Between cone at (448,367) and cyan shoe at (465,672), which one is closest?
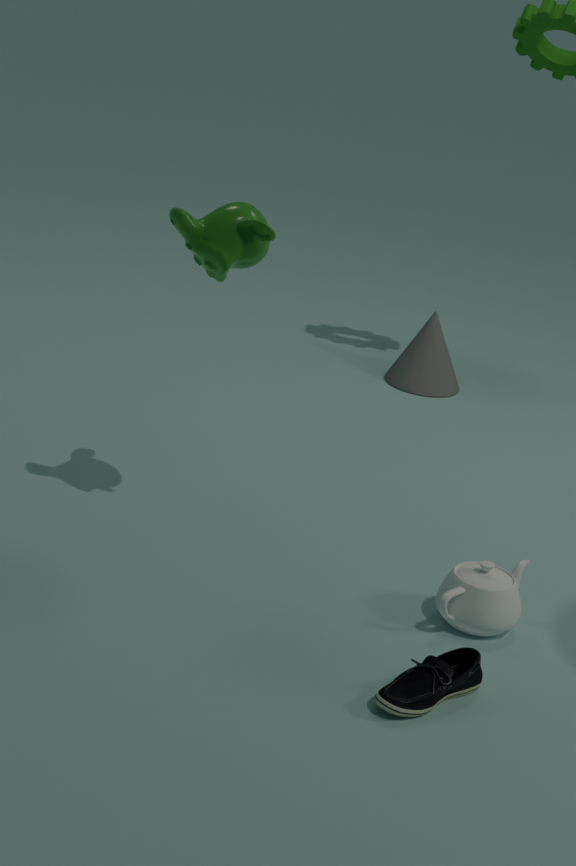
cyan shoe at (465,672)
